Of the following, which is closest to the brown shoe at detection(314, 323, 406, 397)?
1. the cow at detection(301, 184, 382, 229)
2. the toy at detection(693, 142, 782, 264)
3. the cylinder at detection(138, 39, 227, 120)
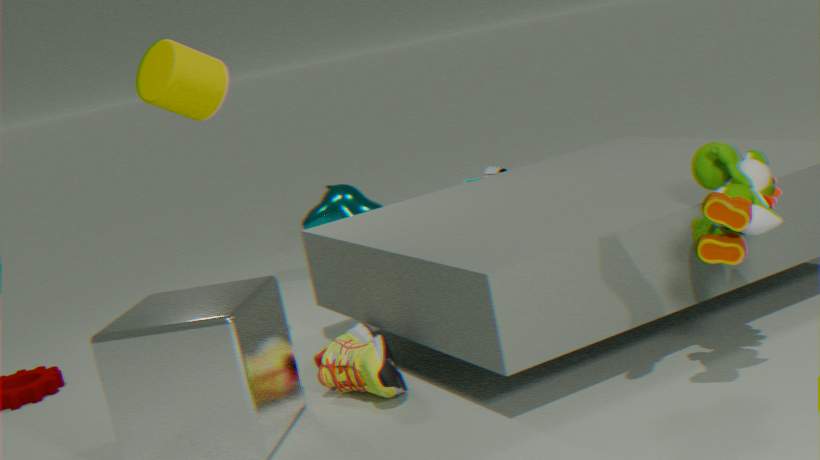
the cylinder at detection(138, 39, 227, 120)
